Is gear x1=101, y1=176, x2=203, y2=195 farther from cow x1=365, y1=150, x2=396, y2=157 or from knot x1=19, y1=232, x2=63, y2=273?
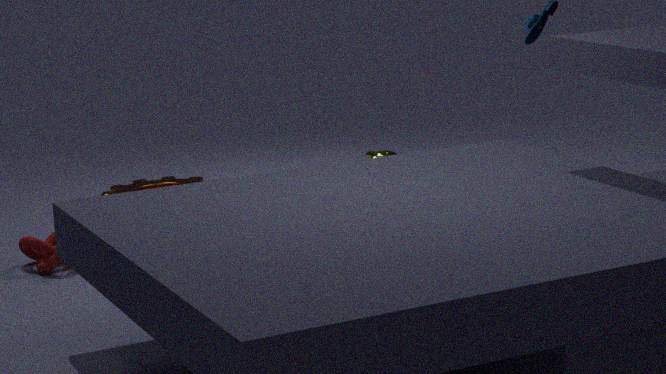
cow x1=365, y1=150, x2=396, y2=157
